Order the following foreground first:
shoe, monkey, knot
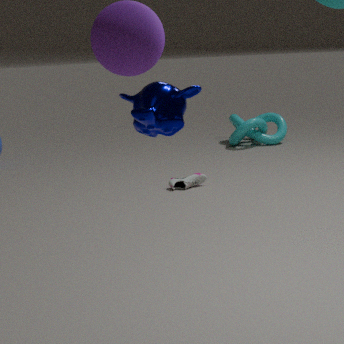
monkey
shoe
knot
